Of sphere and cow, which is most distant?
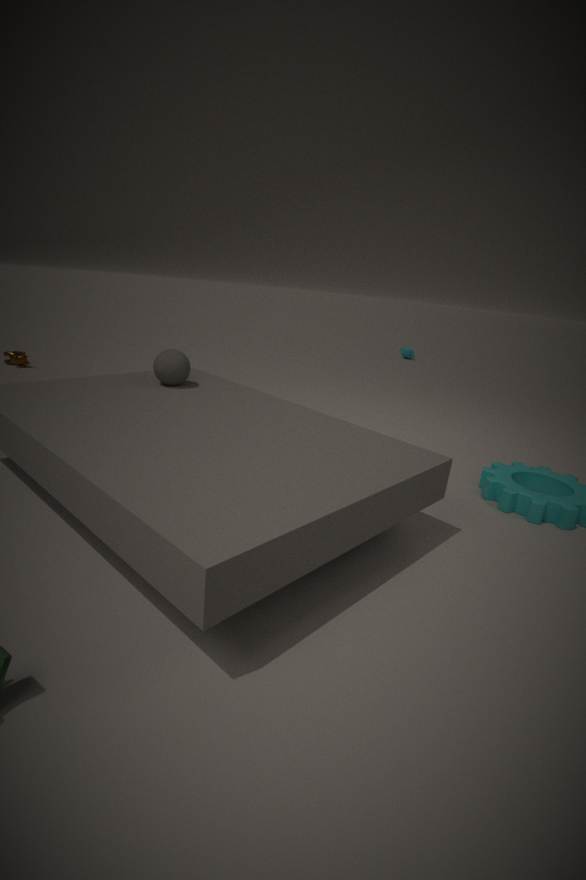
cow
